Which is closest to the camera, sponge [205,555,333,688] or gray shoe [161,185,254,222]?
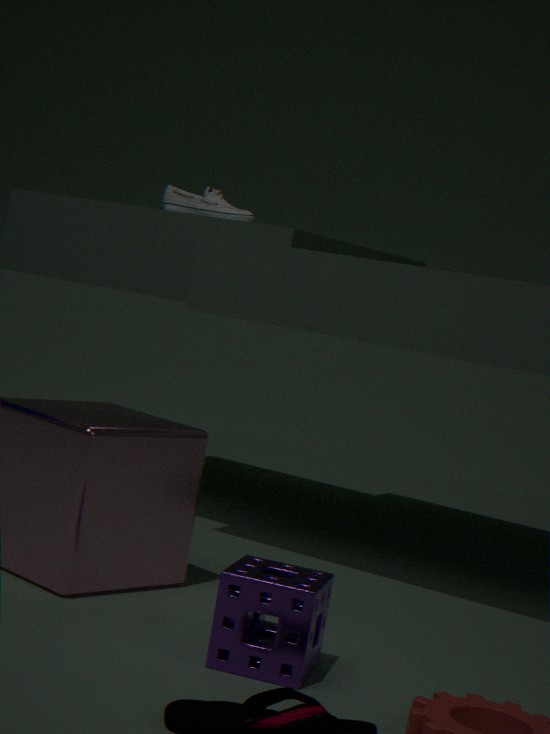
sponge [205,555,333,688]
